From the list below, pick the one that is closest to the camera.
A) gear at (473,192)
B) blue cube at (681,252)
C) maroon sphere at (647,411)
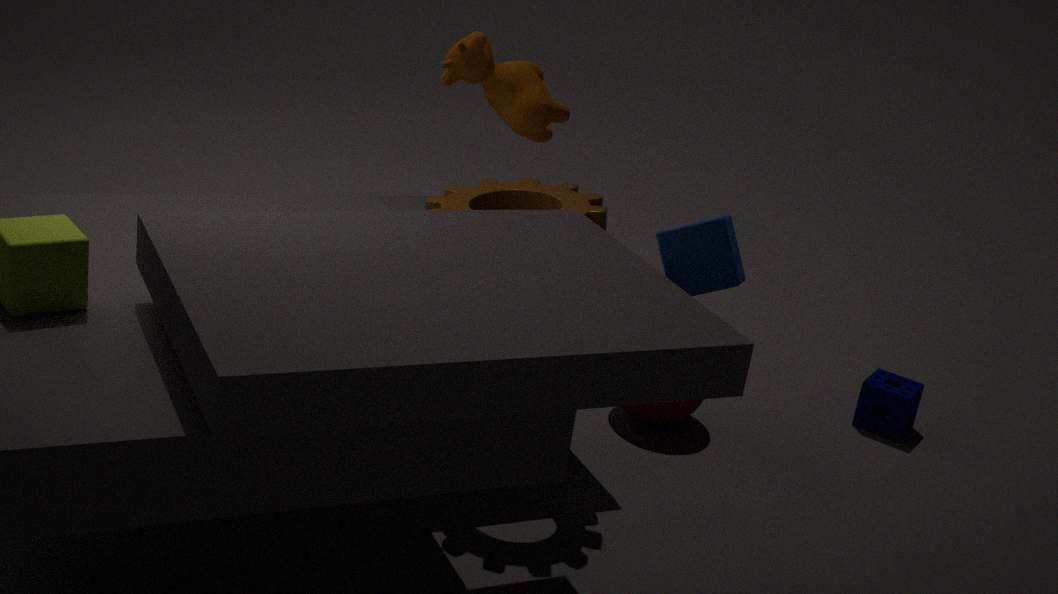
blue cube at (681,252)
